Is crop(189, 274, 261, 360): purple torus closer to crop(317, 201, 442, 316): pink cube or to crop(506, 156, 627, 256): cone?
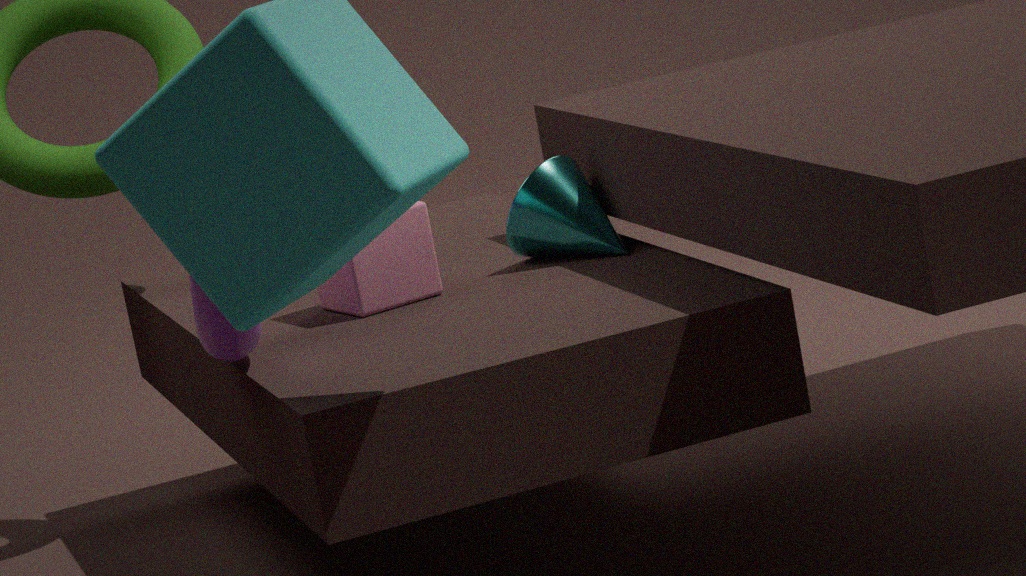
crop(317, 201, 442, 316): pink cube
